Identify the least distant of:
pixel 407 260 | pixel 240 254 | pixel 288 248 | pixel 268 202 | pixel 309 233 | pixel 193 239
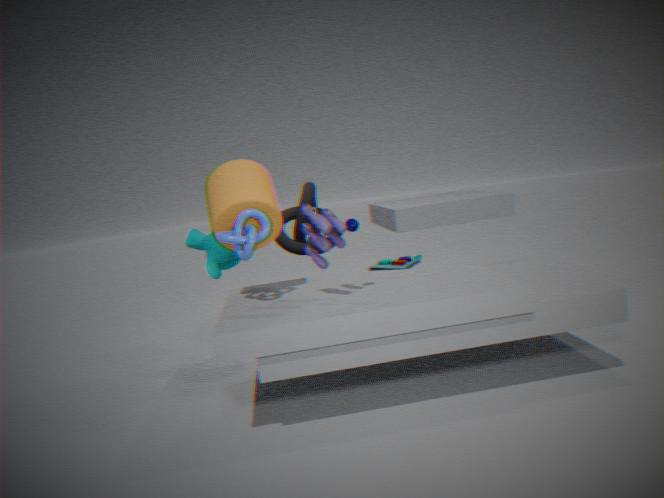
pixel 309 233
